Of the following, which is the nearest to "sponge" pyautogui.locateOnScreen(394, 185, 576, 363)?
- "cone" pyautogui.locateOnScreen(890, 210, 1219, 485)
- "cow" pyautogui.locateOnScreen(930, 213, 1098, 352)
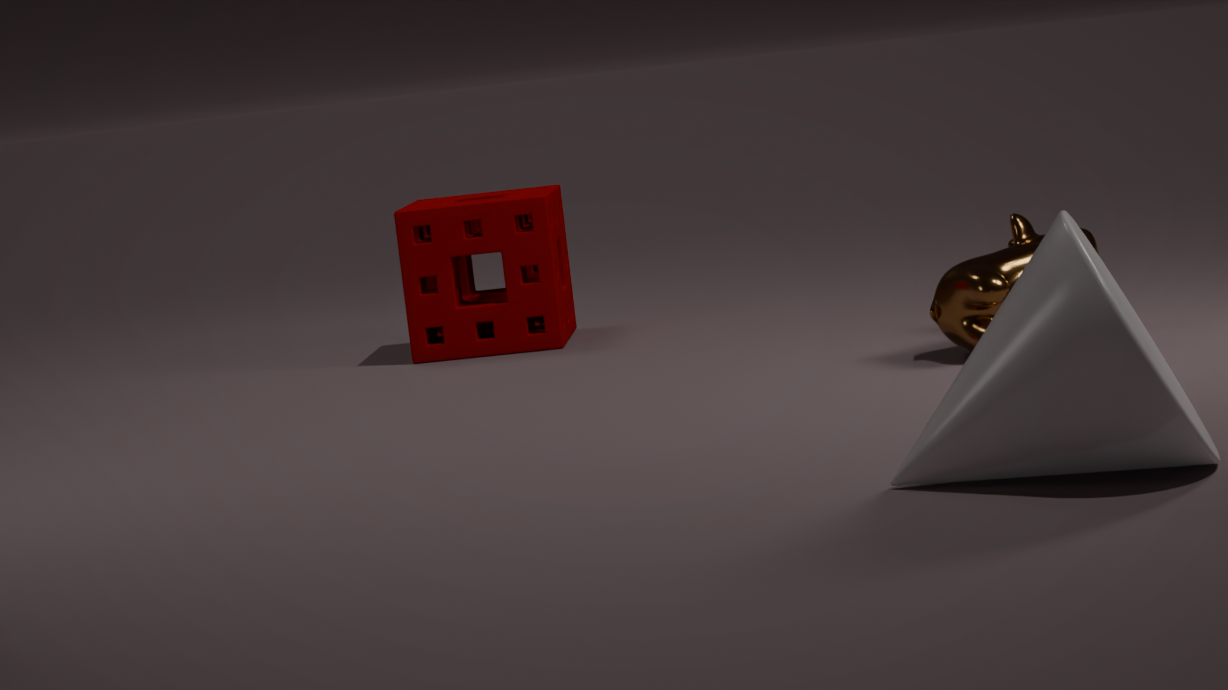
"cow" pyautogui.locateOnScreen(930, 213, 1098, 352)
